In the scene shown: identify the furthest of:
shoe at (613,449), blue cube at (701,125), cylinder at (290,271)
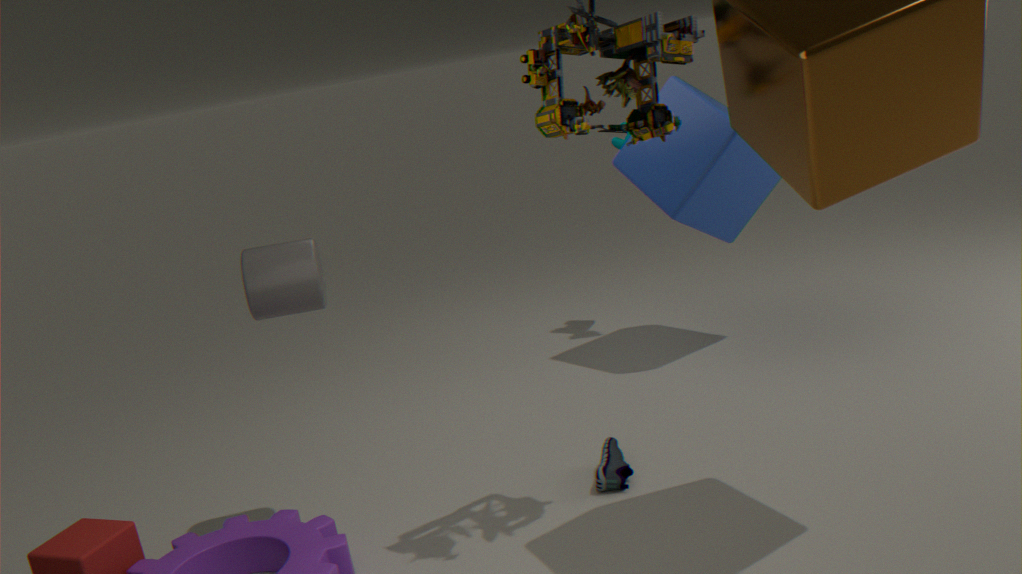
blue cube at (701,125)
